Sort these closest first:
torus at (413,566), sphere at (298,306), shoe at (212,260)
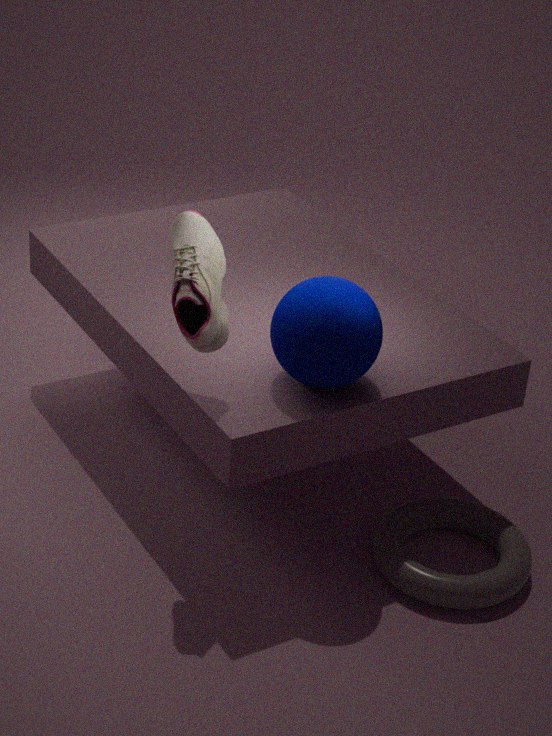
1. shoe at (212,260)
2. sphere at (298,306)
3. torus at (413,566)
